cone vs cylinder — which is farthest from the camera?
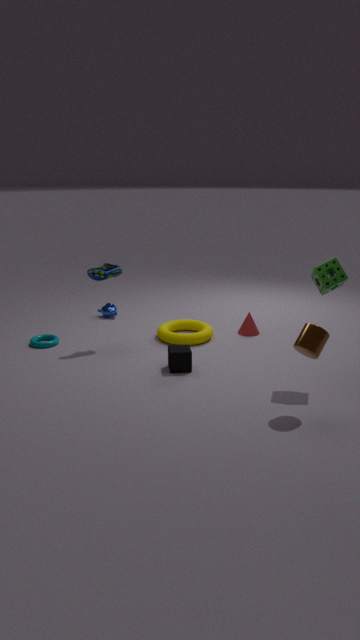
cone
